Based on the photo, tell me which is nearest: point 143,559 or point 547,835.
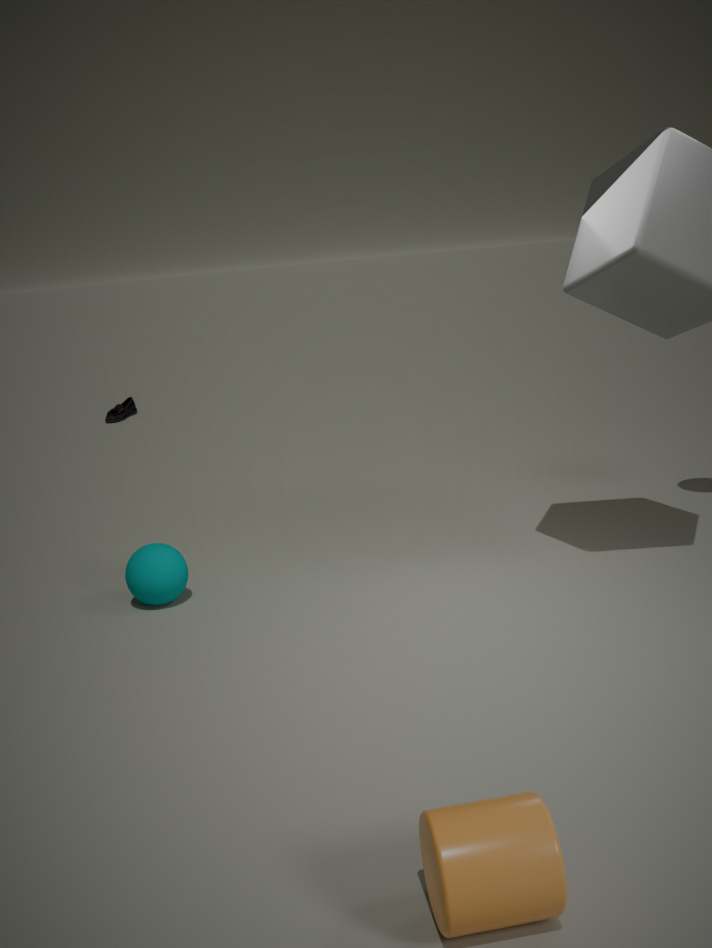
point 547,835
